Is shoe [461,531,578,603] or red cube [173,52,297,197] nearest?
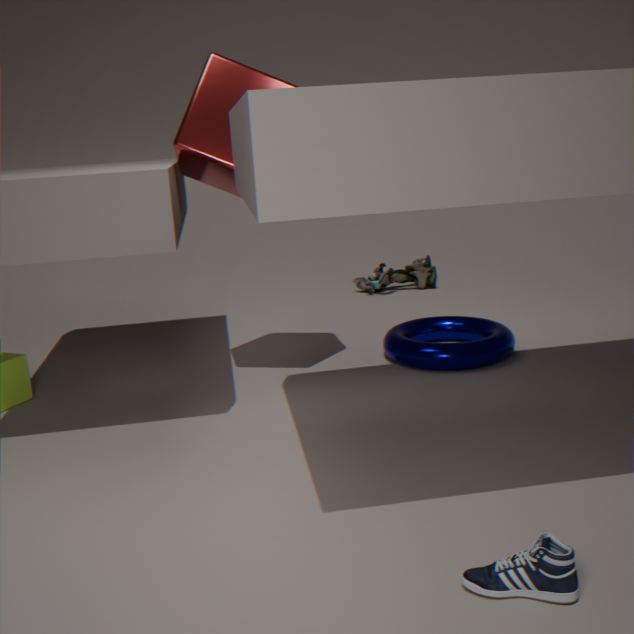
shoe [461,531,578,603]
